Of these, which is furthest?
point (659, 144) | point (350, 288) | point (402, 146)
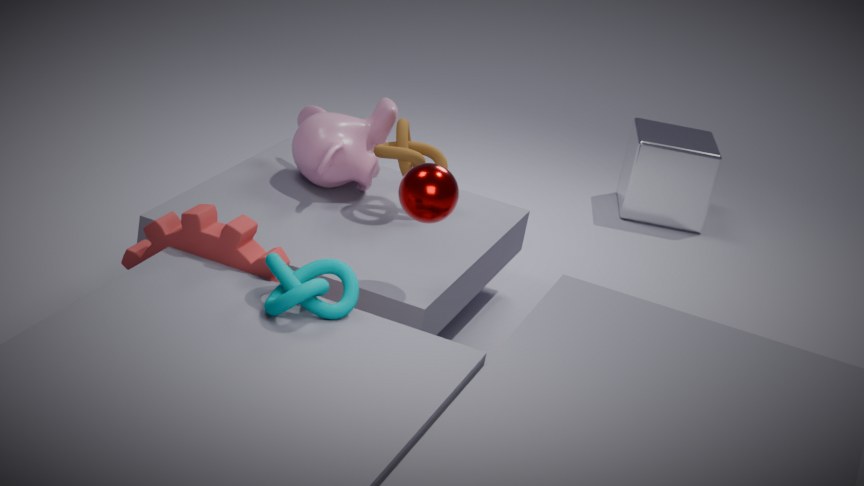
point (659, 144)
